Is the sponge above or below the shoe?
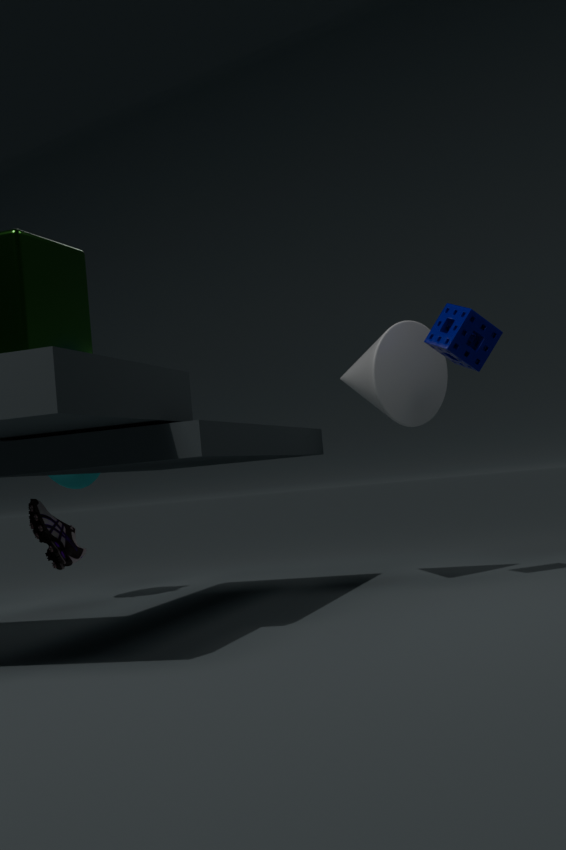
above
